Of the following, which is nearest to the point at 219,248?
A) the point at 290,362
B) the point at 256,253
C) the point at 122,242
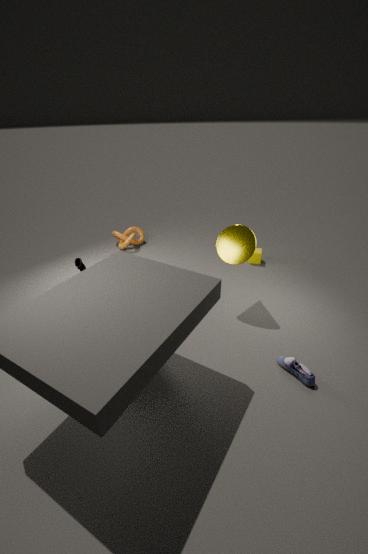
the point at 256,253
